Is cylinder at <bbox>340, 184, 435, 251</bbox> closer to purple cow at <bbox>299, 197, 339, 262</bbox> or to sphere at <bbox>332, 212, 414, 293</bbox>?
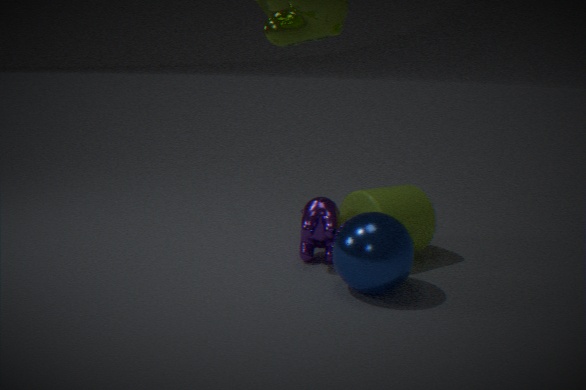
purple cow at <bbox>299, 197, 339, 262</bbox>
